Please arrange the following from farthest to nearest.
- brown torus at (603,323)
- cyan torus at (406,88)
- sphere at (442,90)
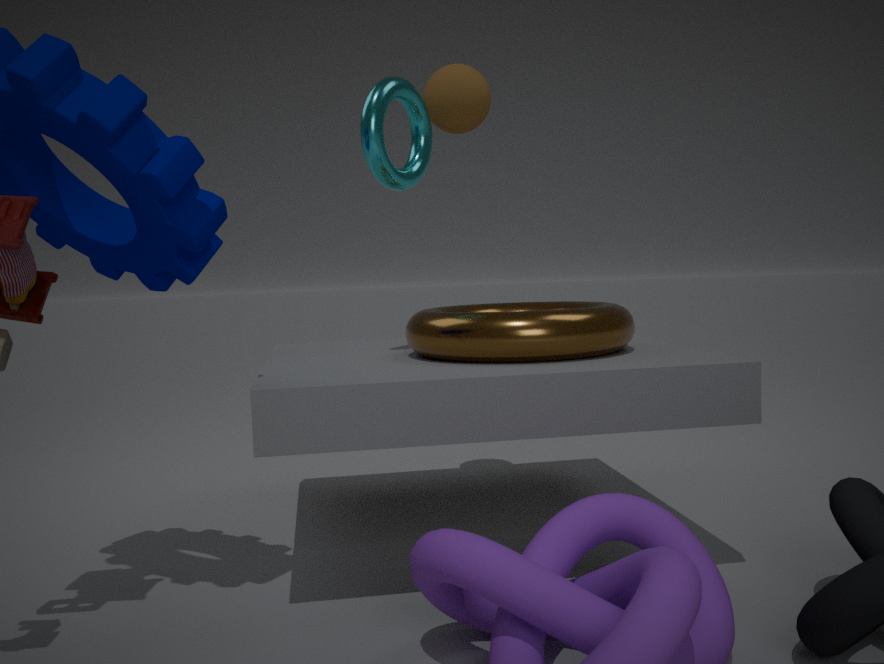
sphere at (442,90) → cyan torus at (406,88) → brown torus at (603,323)
